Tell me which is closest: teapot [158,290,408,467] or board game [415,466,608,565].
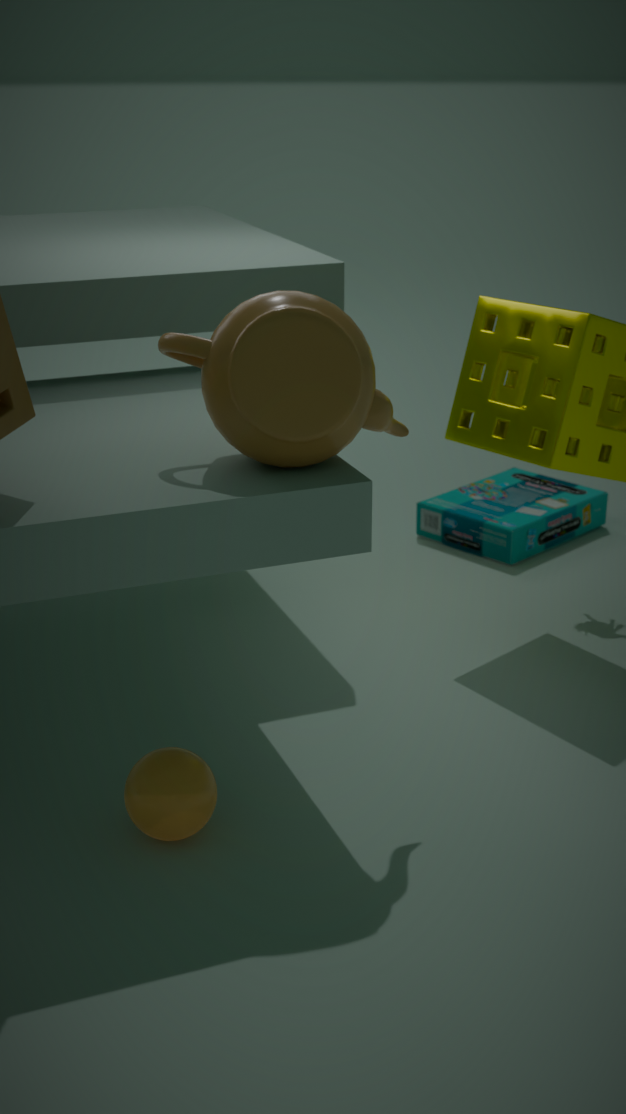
teapot [158,290,408,467]
